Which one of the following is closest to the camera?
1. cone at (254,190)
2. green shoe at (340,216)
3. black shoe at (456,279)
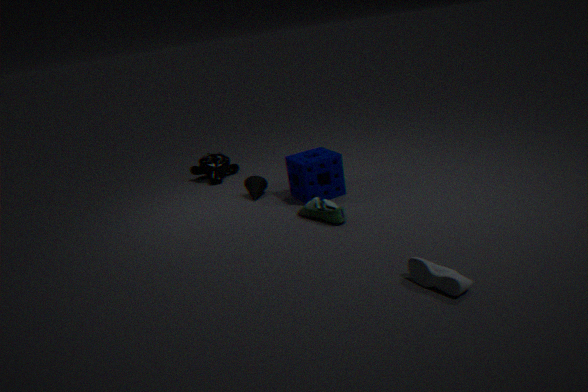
black shoe at (456,279)
